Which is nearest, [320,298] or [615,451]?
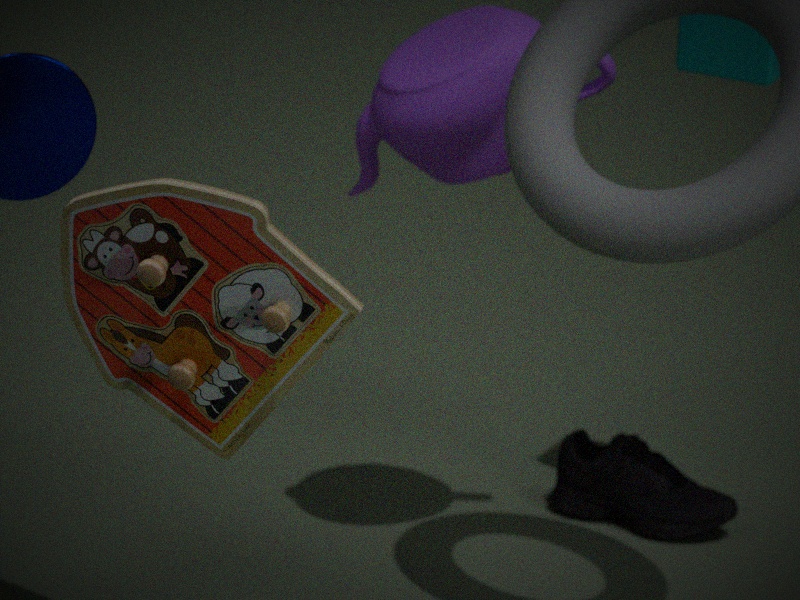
[320,298]
